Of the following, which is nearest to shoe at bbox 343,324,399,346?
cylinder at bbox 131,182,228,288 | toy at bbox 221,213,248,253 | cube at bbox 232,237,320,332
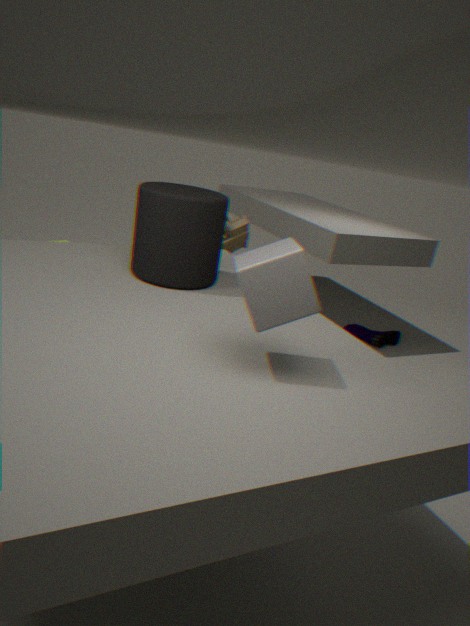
toy at bbox 221,213,248,253
